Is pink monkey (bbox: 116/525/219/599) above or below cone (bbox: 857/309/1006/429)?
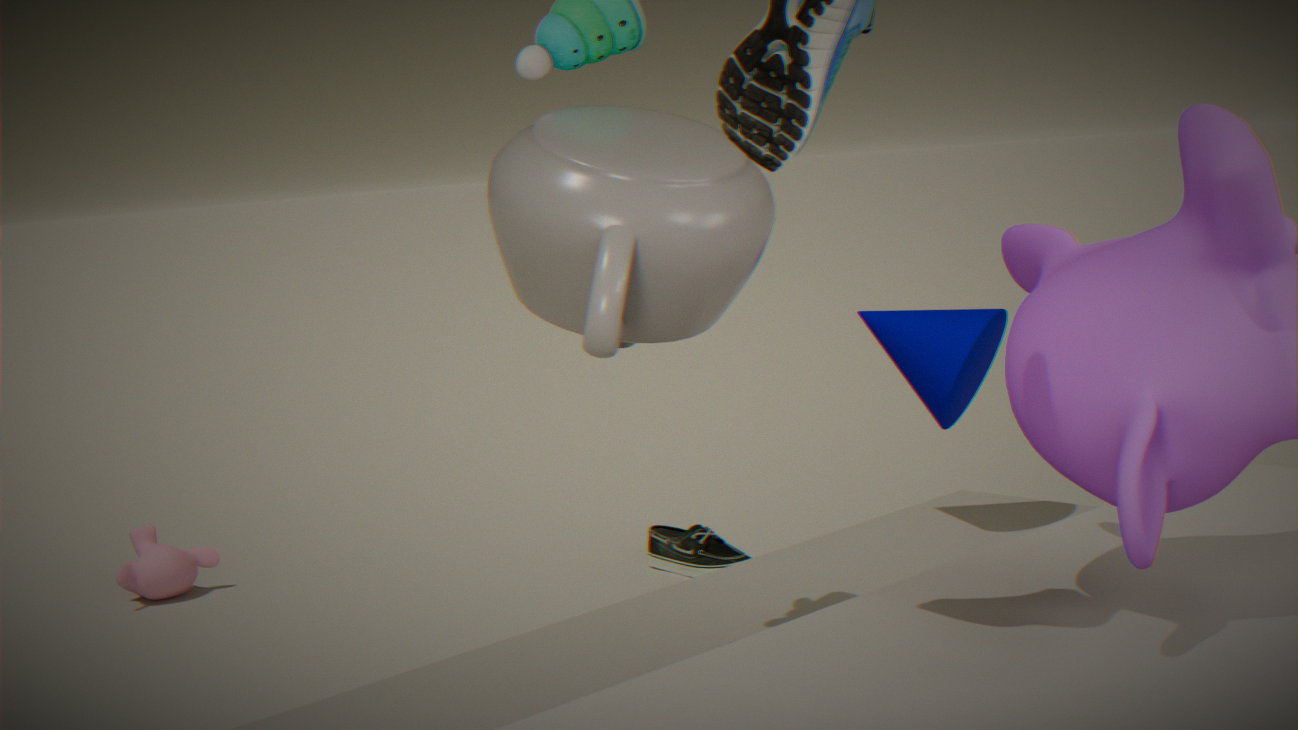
below
